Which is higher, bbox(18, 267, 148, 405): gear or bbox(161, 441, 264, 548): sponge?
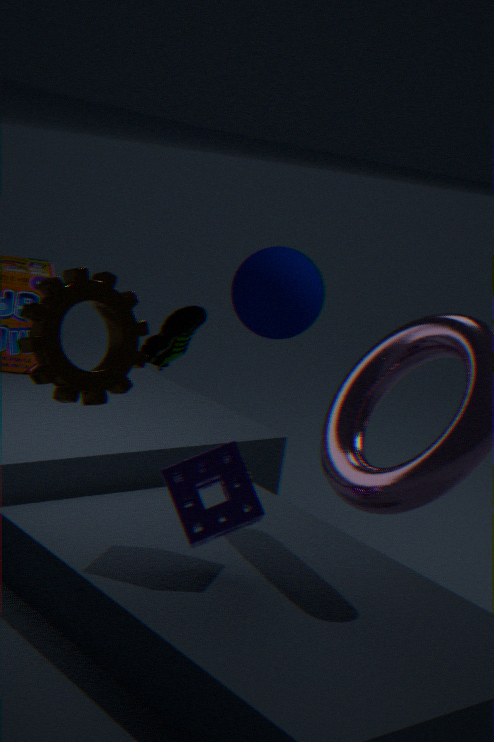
bbox(18, 267, 148, 405): gear
